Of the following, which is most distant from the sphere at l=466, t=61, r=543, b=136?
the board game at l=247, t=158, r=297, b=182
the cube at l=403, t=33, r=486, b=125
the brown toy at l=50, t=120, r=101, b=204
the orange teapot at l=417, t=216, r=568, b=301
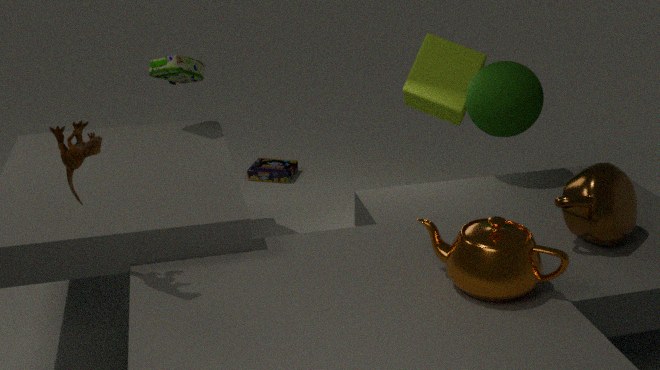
the brown toy at l=50, t=120, r=101, b=204
